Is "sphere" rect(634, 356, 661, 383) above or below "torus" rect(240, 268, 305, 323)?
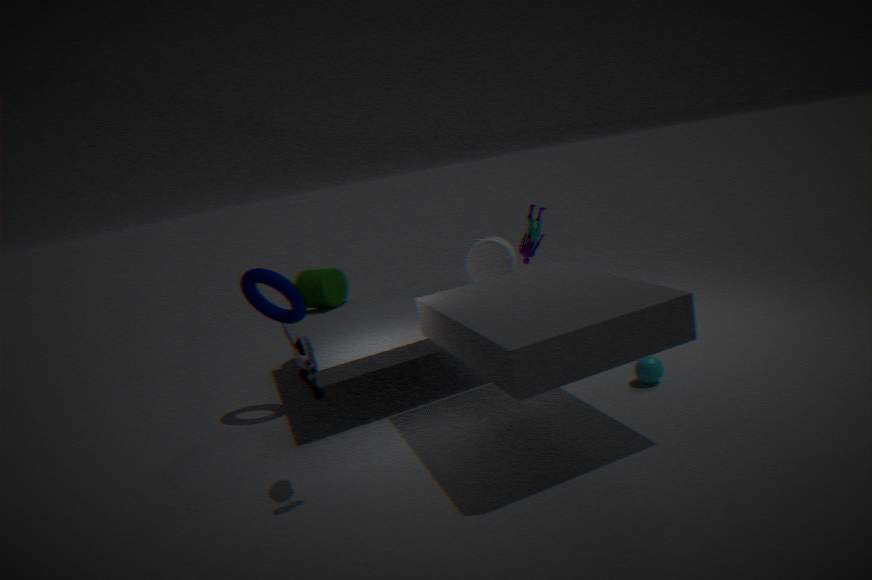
below
